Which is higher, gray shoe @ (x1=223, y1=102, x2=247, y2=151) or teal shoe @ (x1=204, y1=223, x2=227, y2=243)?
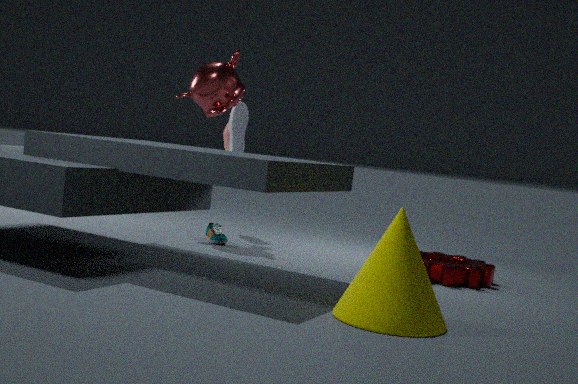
gray shoe @ (x1=223, y1=102, x2=247, y2=151)
